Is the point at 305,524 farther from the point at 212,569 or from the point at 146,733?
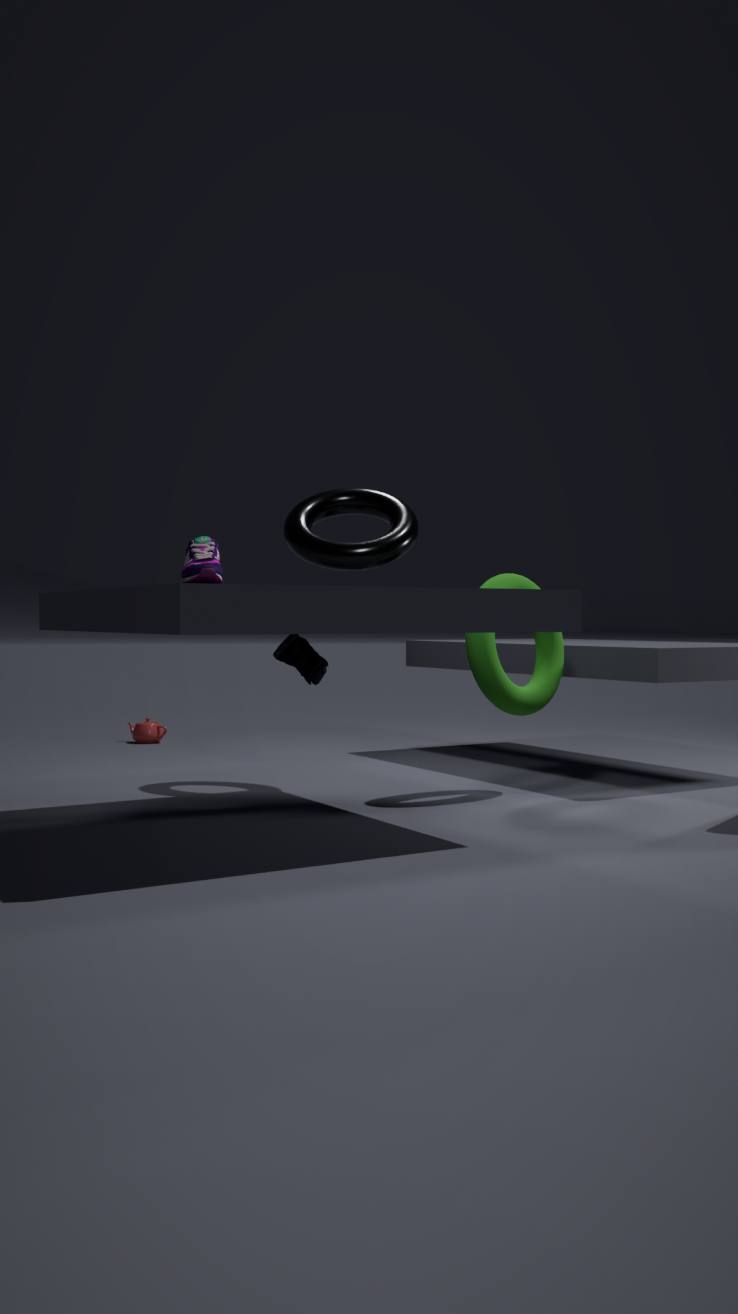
the point at 146,733
